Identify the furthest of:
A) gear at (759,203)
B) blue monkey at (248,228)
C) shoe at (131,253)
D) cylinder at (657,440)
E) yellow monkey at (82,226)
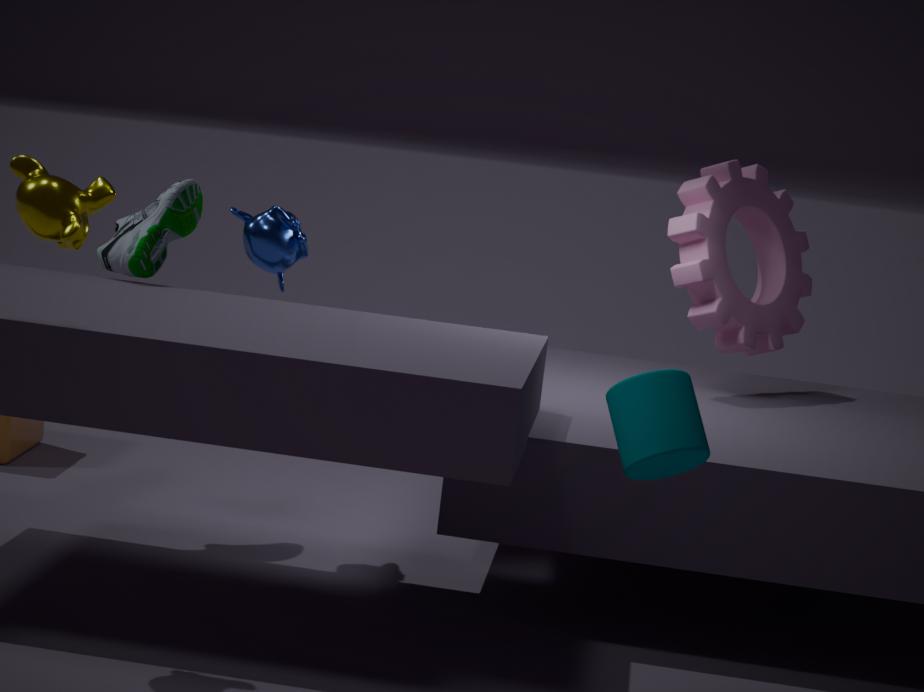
gear at (759,203)
